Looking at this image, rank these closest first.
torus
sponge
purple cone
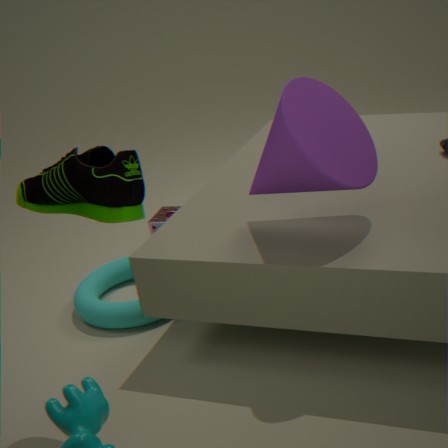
purple cone, torus, sponge
